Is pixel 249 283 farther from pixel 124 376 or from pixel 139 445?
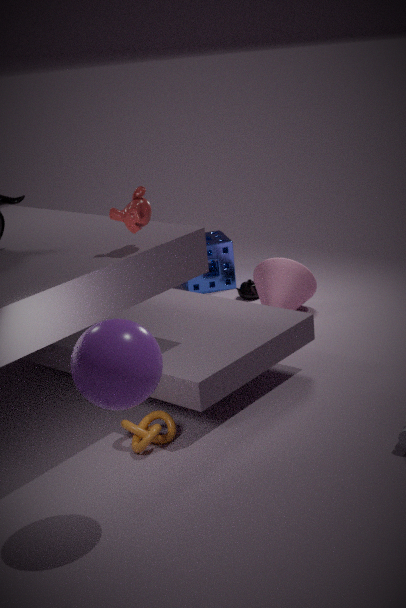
pixel 124 376
